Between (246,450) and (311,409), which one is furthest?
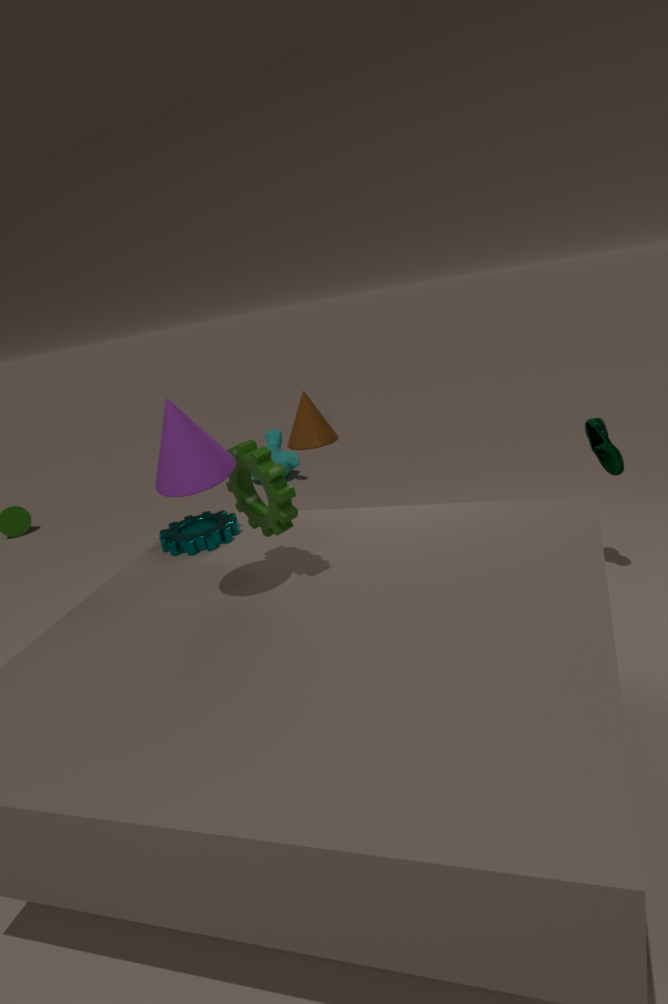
(311,409)
